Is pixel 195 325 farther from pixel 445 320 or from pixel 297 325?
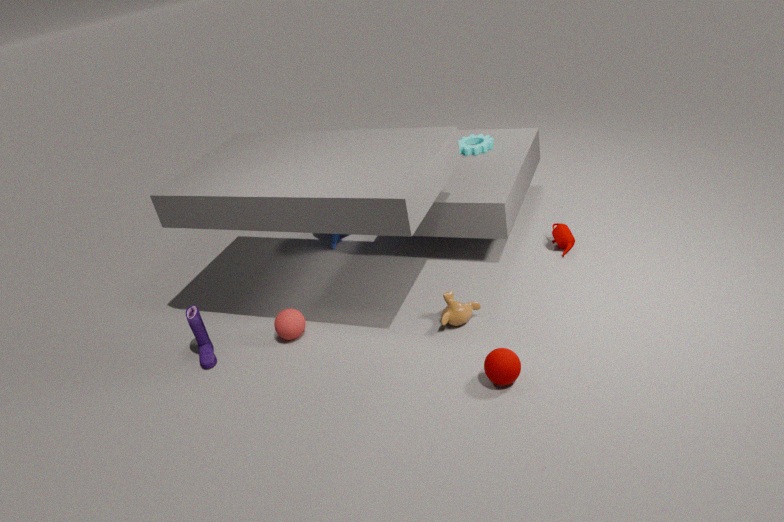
pixel 445 320
